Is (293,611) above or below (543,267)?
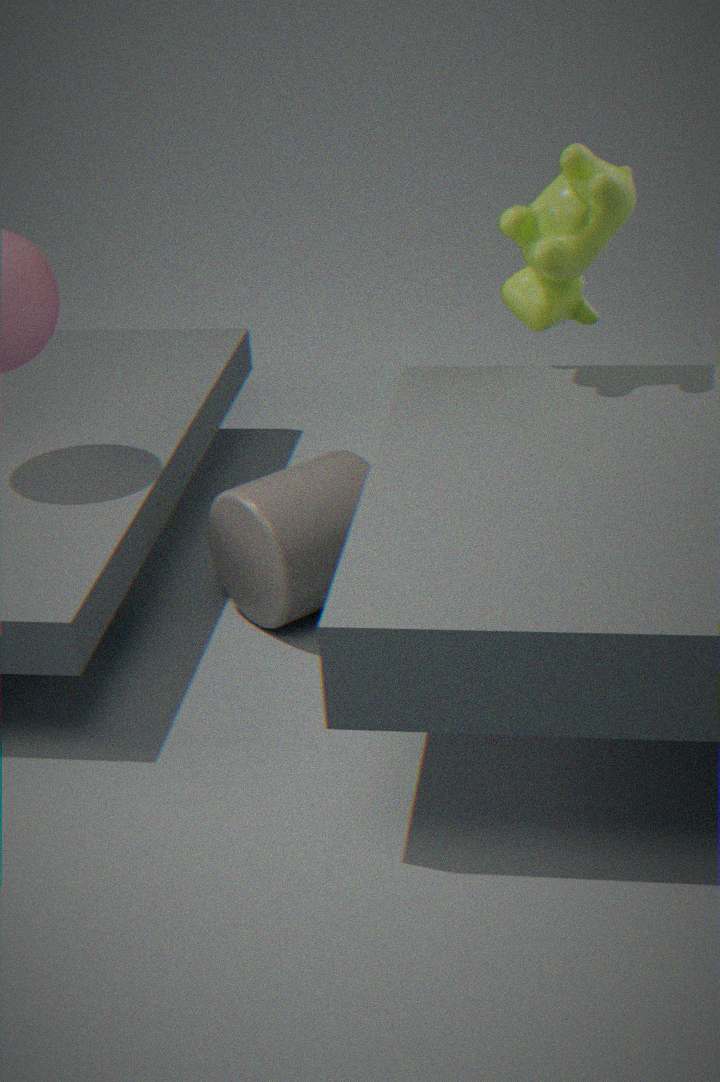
below
